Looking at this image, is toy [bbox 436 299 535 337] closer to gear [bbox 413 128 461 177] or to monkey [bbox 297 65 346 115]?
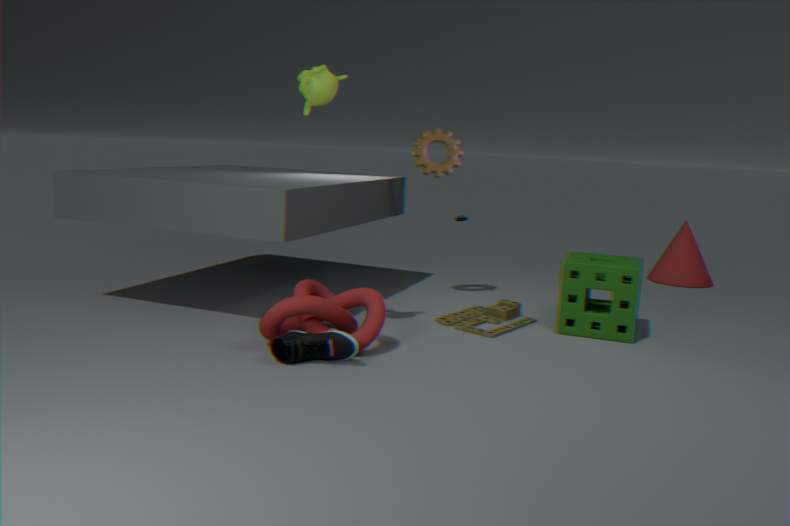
gear [bbox 413 128 461 177]
